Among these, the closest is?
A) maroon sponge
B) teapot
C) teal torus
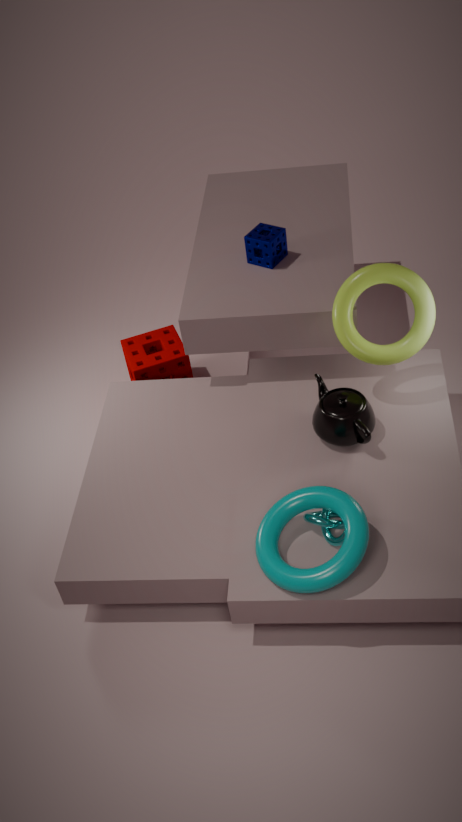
teal torus
